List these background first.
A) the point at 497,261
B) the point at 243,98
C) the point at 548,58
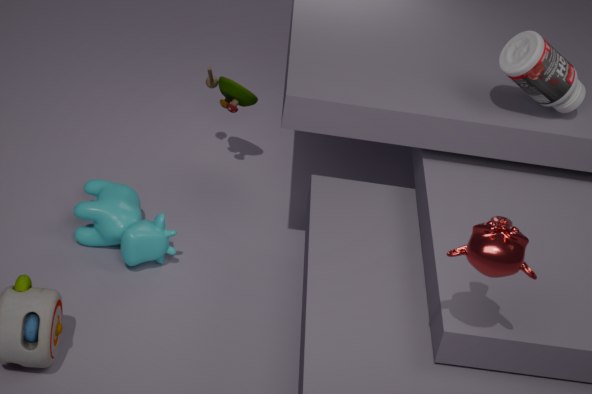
the point at 243,98, the point at 548,58, the point at 497,261
